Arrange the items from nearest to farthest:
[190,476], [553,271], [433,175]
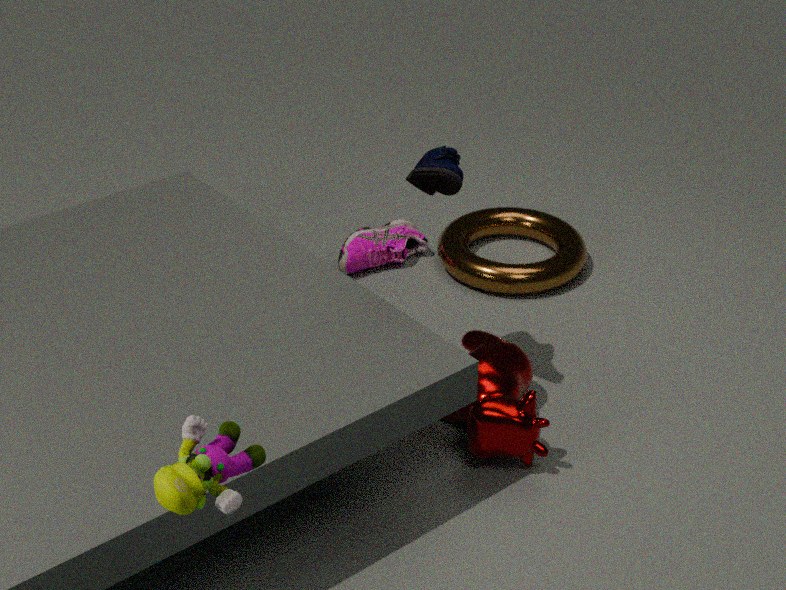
[190,476] < [433,175] < [553,271]
